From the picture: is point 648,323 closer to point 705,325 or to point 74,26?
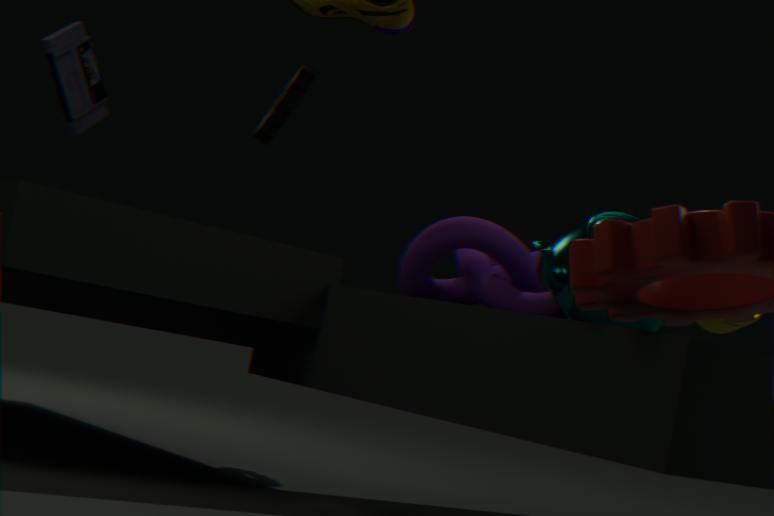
point 705,325
